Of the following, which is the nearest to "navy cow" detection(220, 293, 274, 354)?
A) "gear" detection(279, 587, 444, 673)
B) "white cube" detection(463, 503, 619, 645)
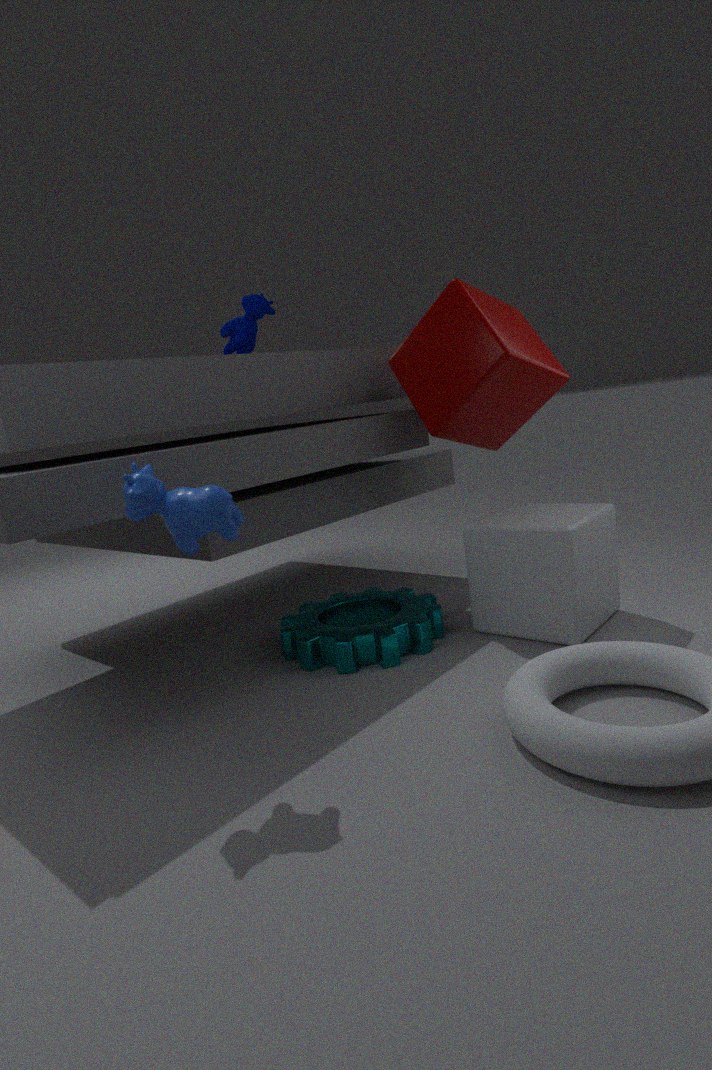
"gear" detection(279, 587, 444, 673)
